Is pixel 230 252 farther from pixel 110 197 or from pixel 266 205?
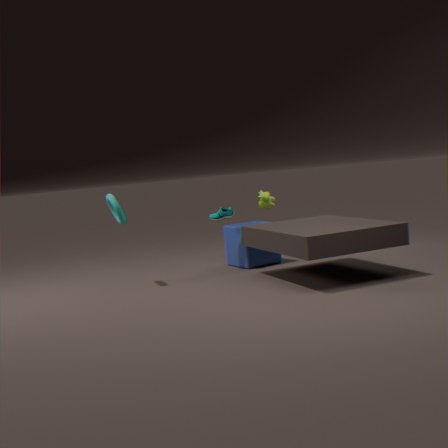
pixel 110 197
